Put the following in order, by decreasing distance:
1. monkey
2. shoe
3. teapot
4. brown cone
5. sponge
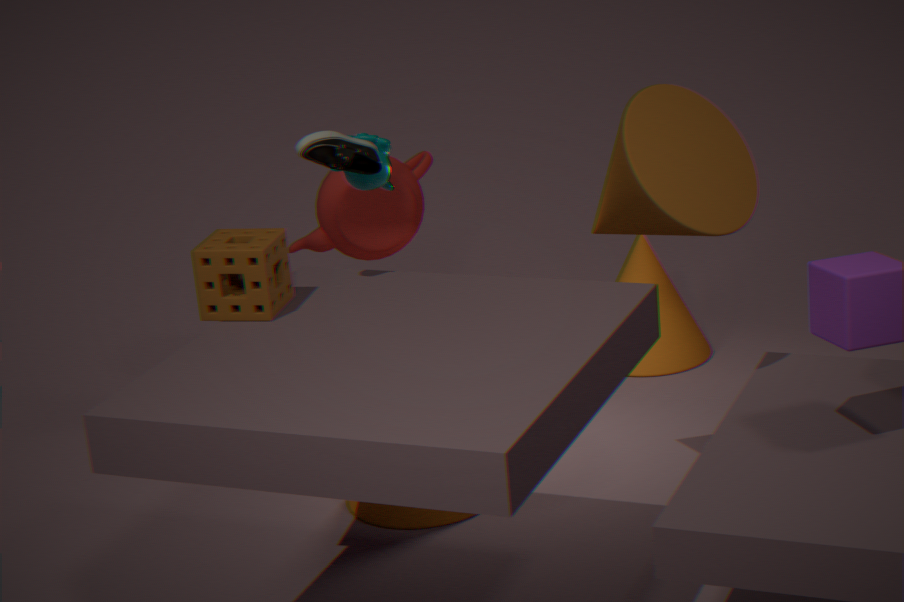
1. teapot
2. monkey
3. brown cone
4. shoe
5. sponge
